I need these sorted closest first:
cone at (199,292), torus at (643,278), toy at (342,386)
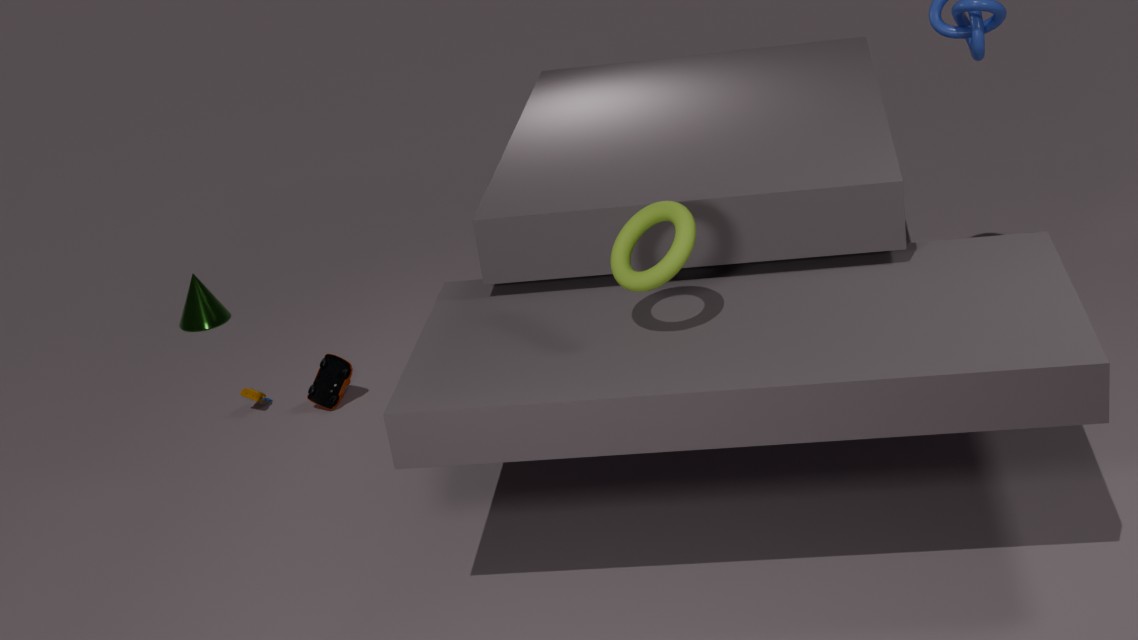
torus at (643,278), toy at (342,386), cone at (199,292)
